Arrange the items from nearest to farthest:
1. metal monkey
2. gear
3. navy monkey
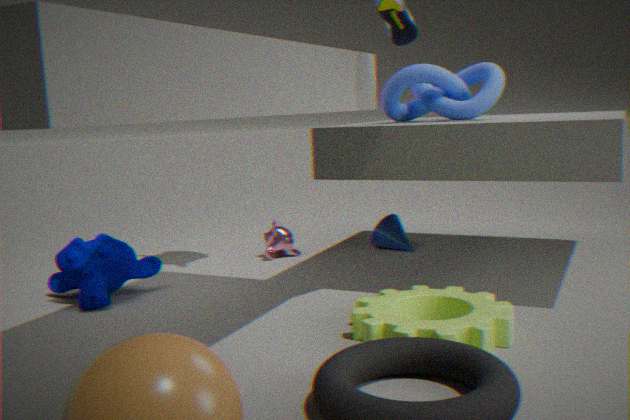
gear → navy monkey → metal monkey
